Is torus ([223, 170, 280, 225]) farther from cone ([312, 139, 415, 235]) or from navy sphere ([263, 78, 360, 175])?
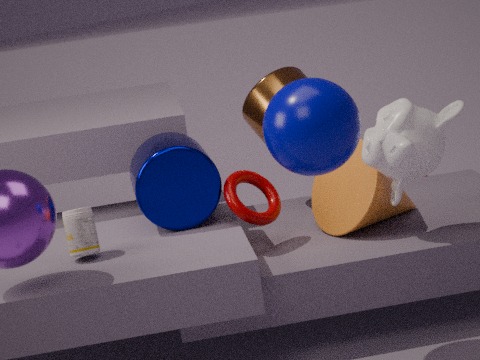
navy sphere ([263, 78, 360, 175])
